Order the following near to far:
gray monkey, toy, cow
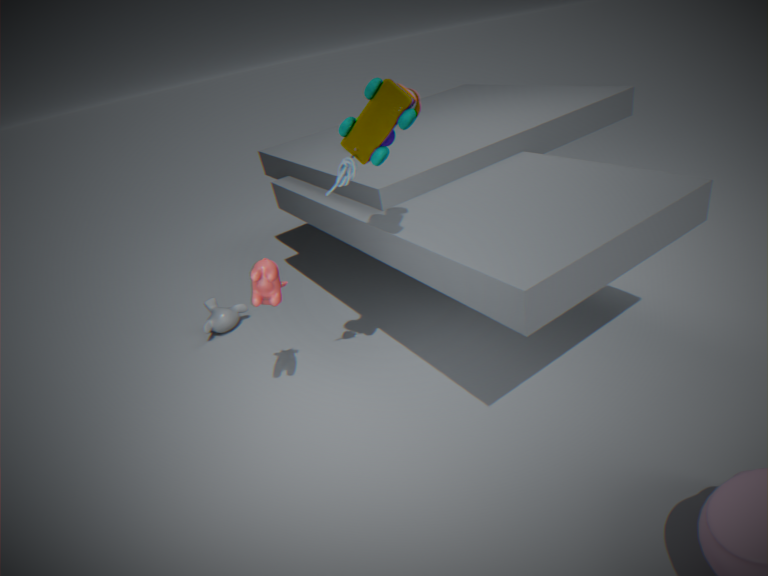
toy → cow → gray monkey
